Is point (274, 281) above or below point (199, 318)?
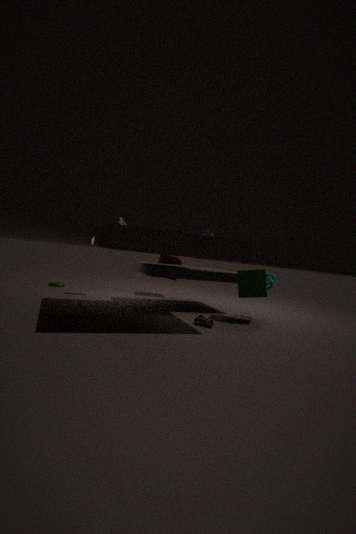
above
